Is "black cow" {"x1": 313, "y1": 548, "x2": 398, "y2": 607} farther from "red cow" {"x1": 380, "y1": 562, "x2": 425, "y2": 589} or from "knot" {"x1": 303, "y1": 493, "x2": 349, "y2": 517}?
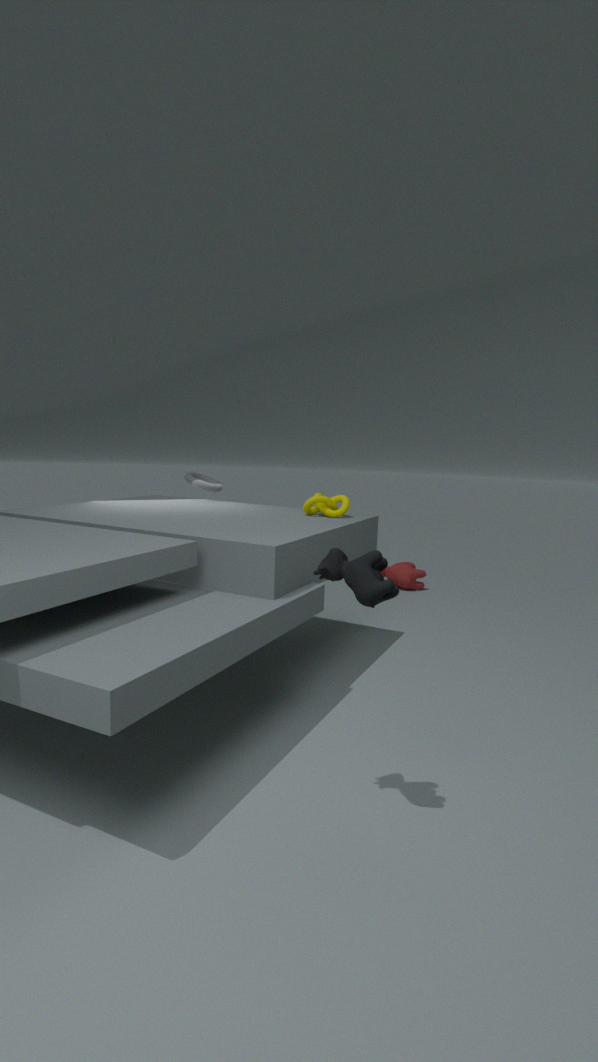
"red cow" {"x1": 380, "y1": 562, "x2": 425, "y2": 589}
